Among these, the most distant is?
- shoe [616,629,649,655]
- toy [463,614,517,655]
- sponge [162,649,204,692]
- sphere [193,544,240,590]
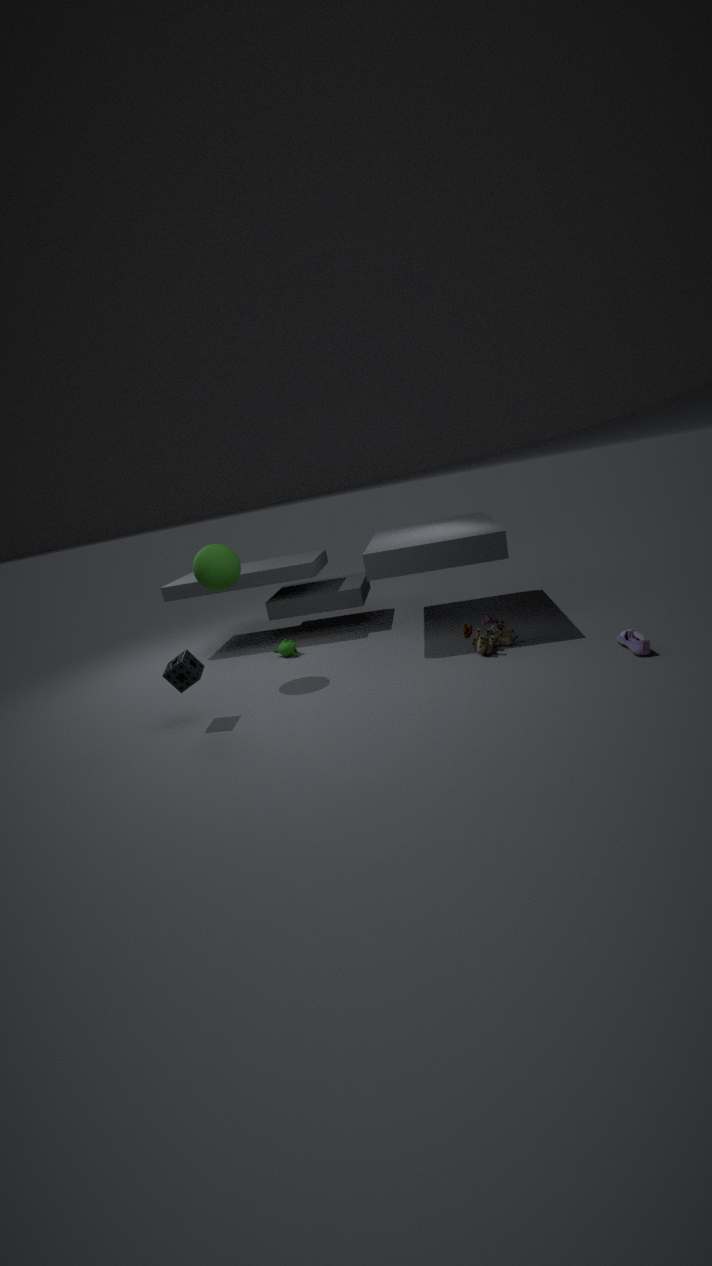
sphere [193,544,240,590]
